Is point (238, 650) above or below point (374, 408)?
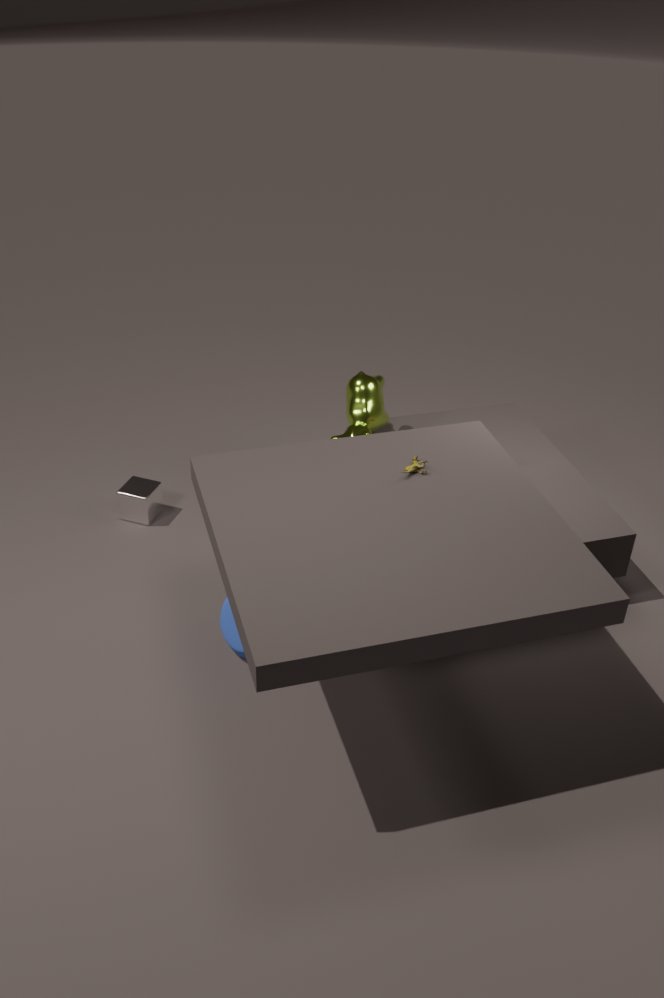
below
